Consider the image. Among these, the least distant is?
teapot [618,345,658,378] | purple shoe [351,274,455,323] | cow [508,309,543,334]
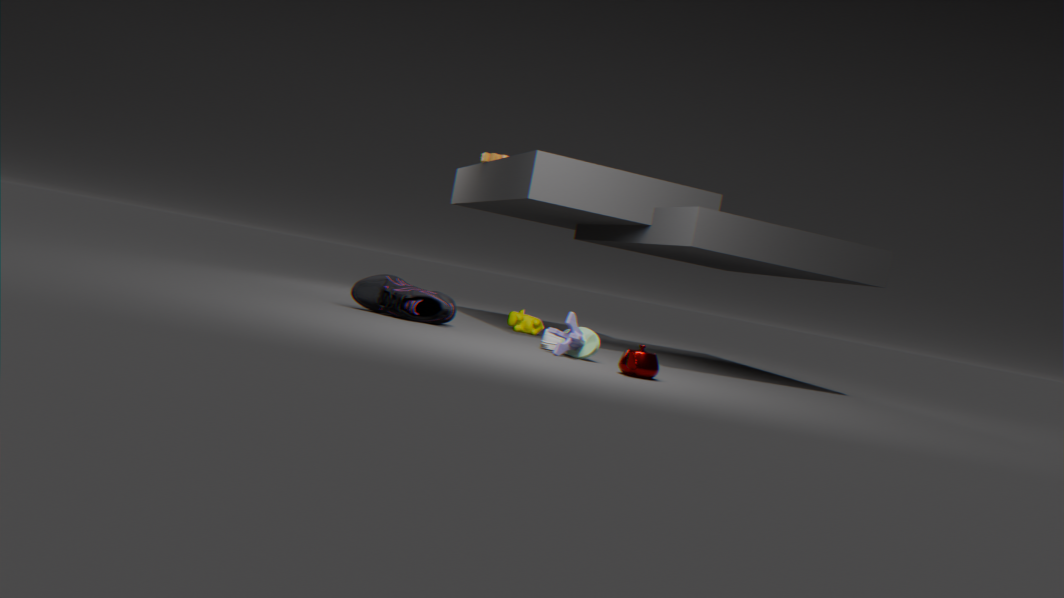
teapot [618,345,658,378]
